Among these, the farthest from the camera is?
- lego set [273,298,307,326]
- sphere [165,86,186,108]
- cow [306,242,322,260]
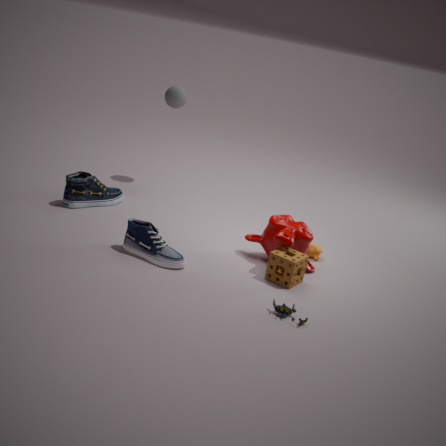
sphere [165,86,186,108]
